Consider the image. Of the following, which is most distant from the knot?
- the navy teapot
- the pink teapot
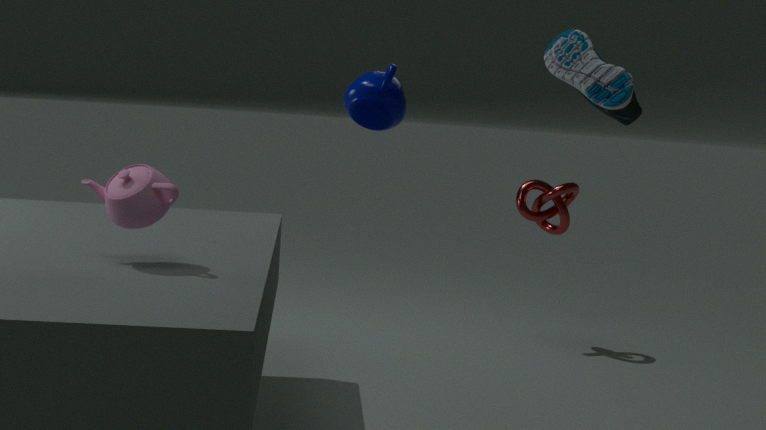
the pink teapot
